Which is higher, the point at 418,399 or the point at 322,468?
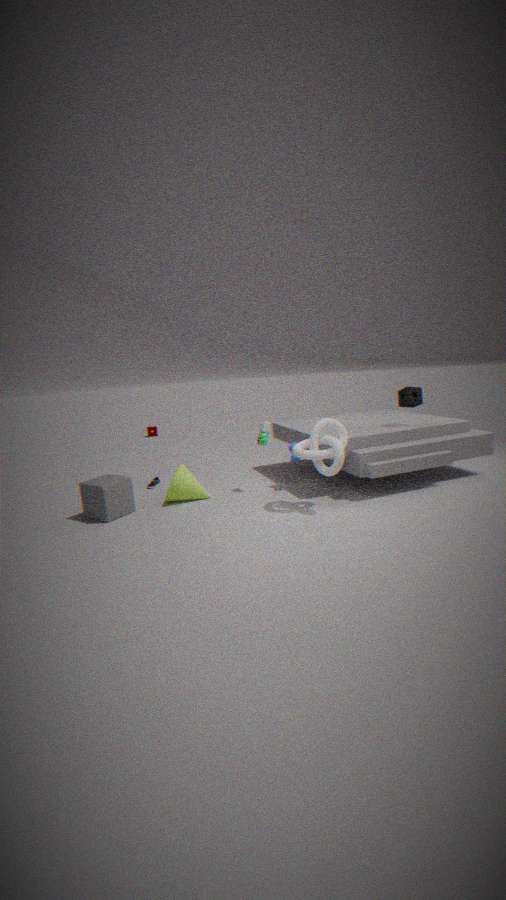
the point at 418,399
